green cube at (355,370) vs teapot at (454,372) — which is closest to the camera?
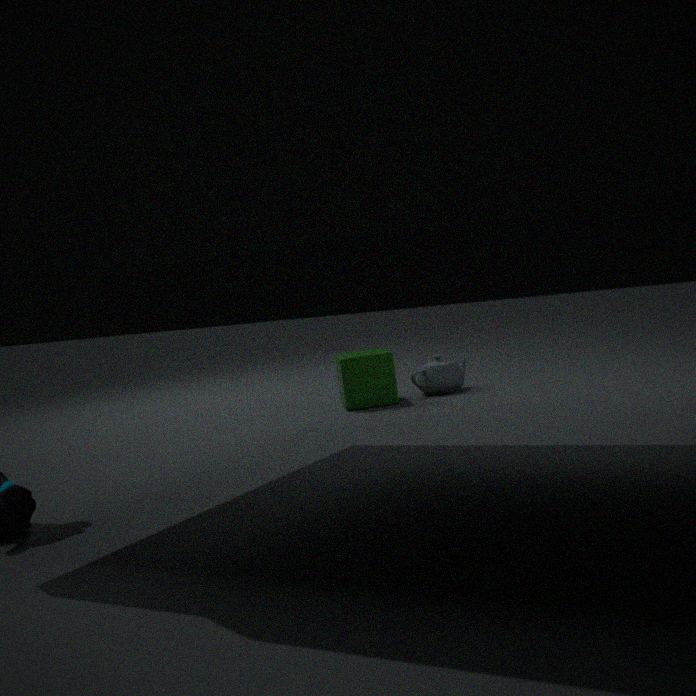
green cube at (355,370)
